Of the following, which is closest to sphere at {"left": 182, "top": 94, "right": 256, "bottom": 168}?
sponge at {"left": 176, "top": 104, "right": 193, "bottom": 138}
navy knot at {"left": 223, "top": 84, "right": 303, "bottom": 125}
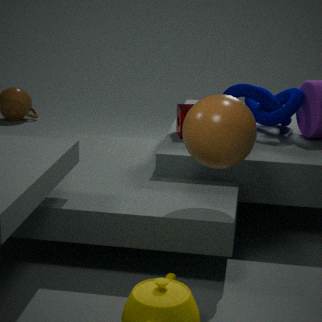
sponge at {"left": 176, "top": 104, "right": 193, "bottom": 138}
